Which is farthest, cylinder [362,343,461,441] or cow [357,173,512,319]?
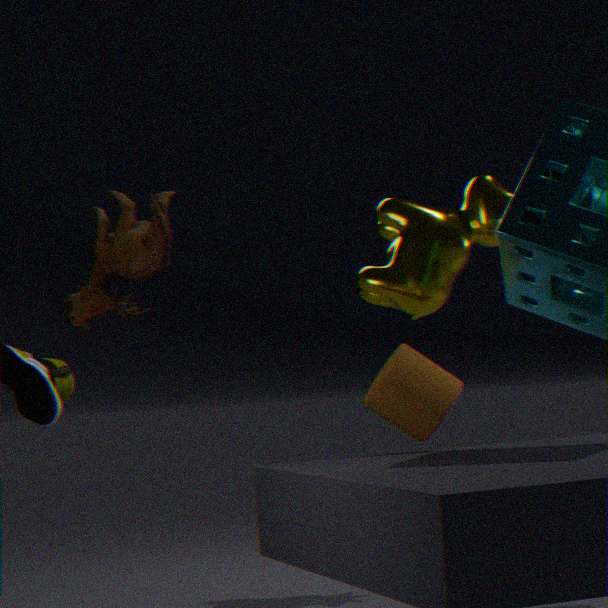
cow [357,173,512,319]
